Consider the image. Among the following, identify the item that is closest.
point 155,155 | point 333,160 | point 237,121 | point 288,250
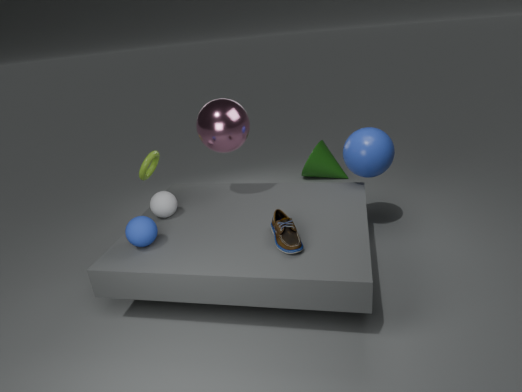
point 288,250
